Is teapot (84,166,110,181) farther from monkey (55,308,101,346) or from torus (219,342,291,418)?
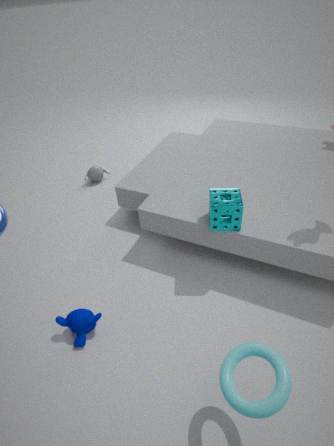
torus (219,342,291,418)
